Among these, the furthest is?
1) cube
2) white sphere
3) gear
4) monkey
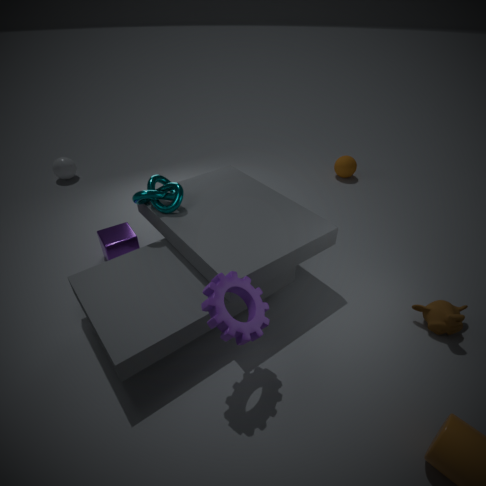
2. white sphere
